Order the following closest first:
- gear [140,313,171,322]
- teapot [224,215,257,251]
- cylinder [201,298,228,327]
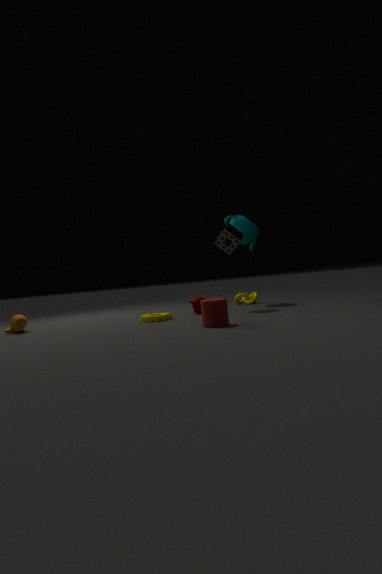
cylinder [201,298,228,327], gear [140,313,171,322], teapot [224,215,257,251]
